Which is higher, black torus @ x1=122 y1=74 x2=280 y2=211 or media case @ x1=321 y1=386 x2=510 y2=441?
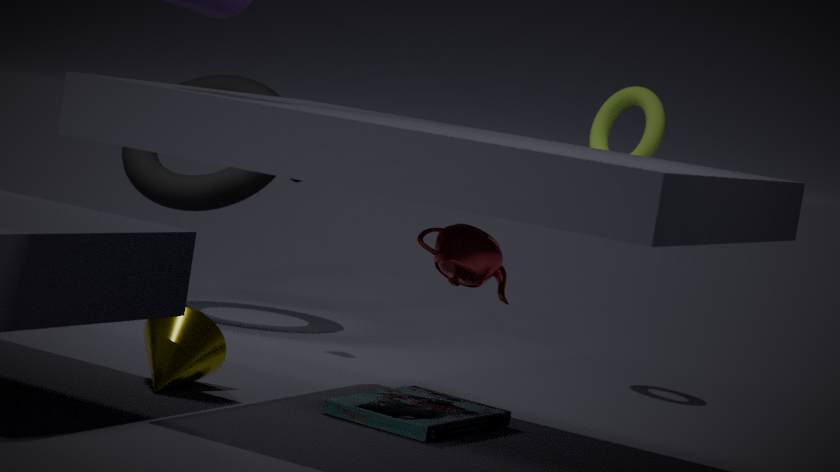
black torus @ x1=122 y1=74 x2=280 y2=211
